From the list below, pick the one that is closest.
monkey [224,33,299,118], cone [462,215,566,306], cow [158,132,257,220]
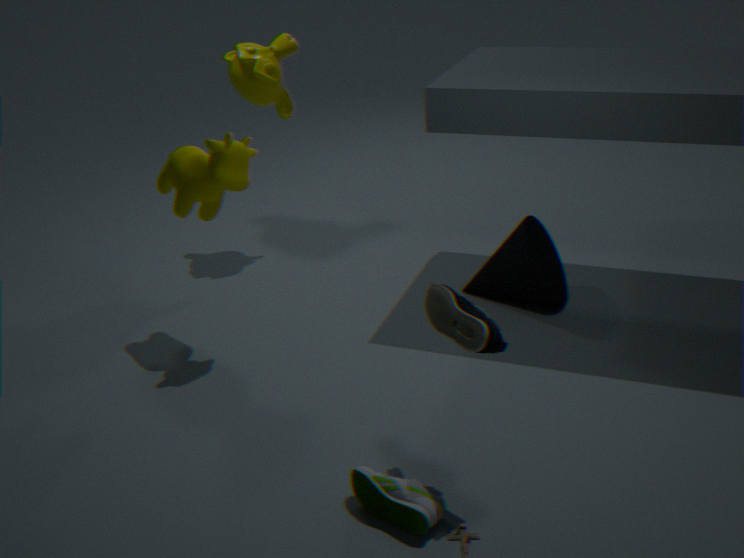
cow [158,132,257,220]
